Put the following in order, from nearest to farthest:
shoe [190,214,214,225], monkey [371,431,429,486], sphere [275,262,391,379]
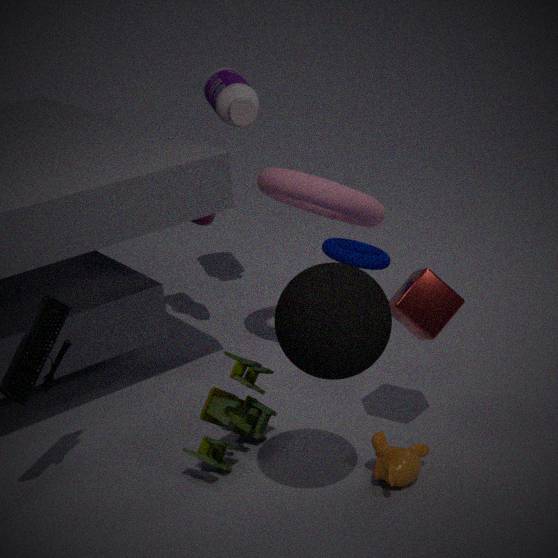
sphere [275,262,391,379] < monkey [371,431,429,486] < shoe [190,214,214,225]
